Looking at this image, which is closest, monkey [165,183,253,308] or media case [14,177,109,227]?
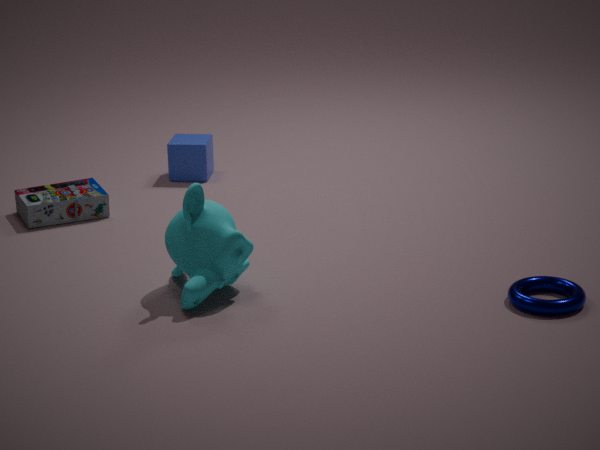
monkey [165,183,253,308]
